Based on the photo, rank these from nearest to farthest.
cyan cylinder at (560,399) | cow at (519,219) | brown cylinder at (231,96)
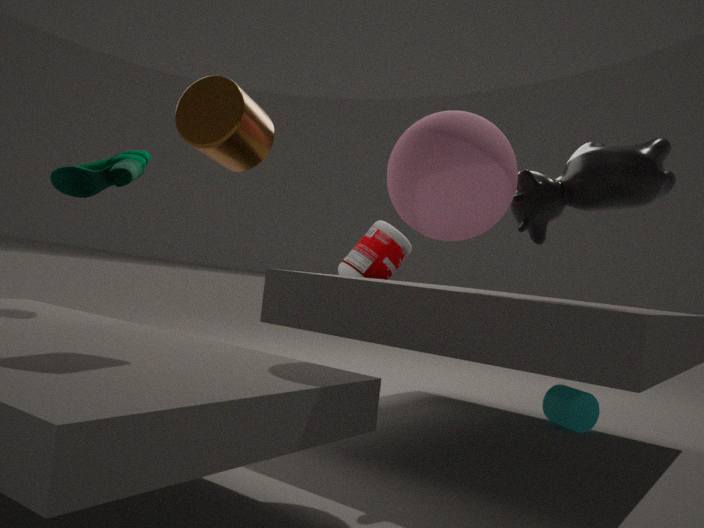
brown cylinder at (231,96) < cow at (519,219) < cyan cylinder at (560,399)
